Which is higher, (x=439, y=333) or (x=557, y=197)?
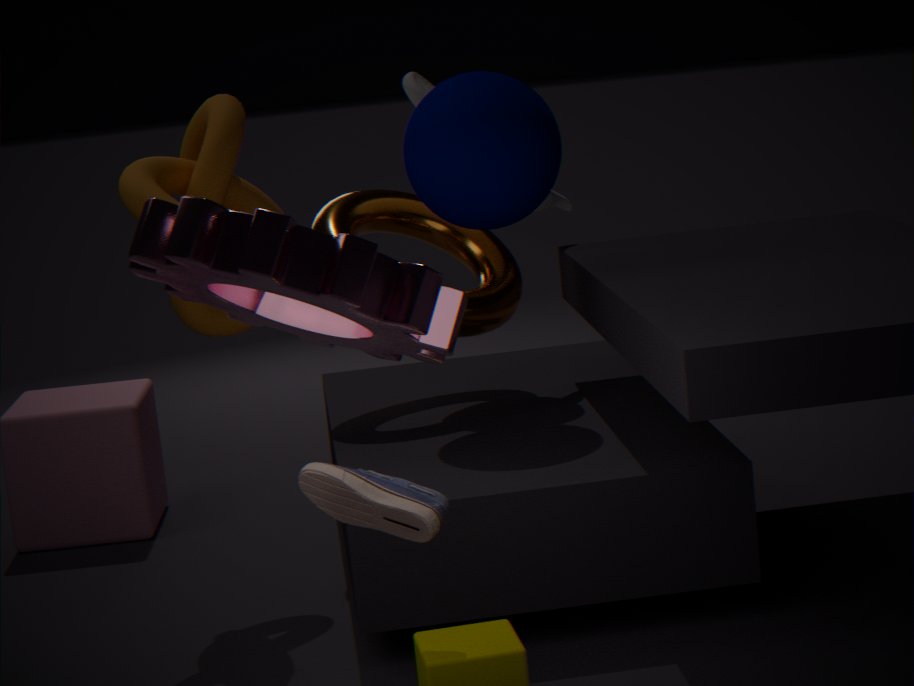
(x=557, y=197)
